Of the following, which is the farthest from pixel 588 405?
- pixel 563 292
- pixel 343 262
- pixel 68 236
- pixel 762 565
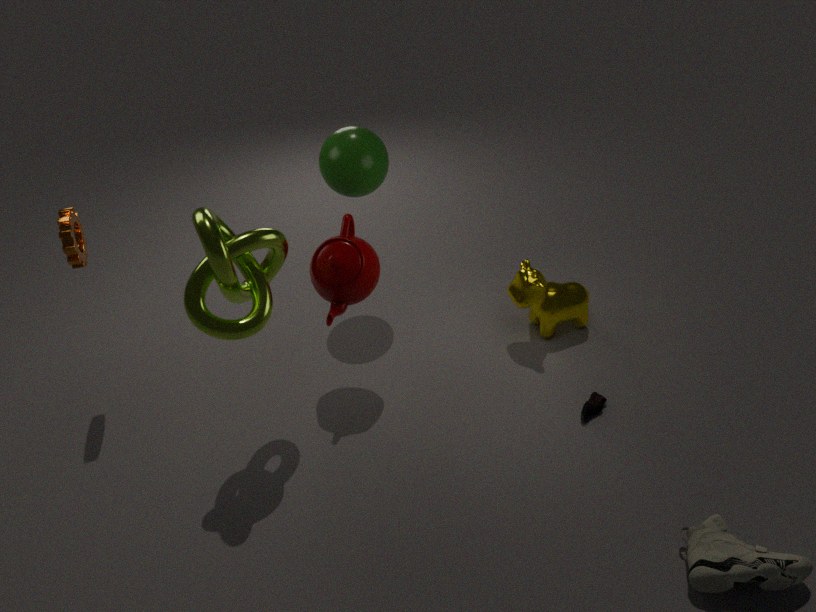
pixel 68 236
